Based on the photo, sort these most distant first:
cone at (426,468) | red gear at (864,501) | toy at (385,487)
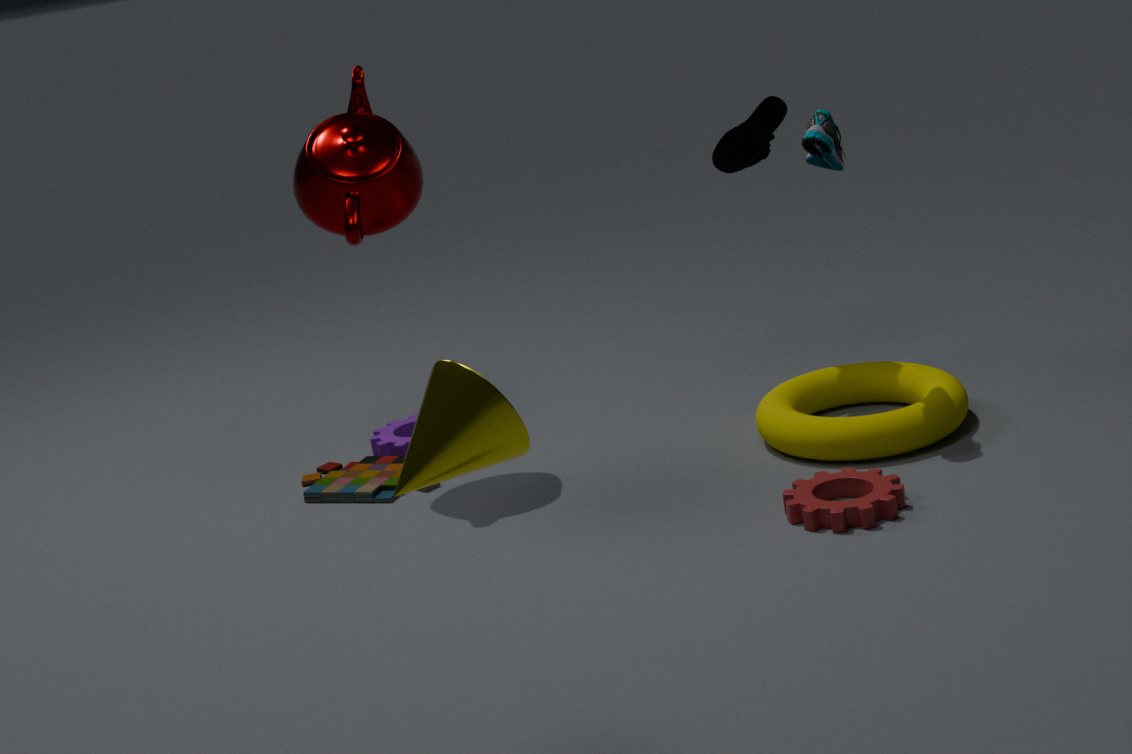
1. toy at (385,487)
2. red gear at (864,501)
3. cone at (426,468)
